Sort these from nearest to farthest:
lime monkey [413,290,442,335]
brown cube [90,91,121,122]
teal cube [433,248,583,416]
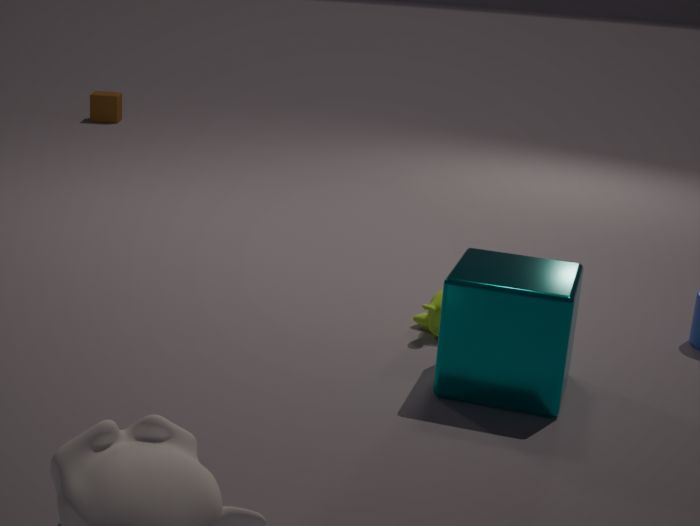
teal cube [433,248,583,416] < lime monkey [413,290,442,335] < brown cube [90,91,121,122]
